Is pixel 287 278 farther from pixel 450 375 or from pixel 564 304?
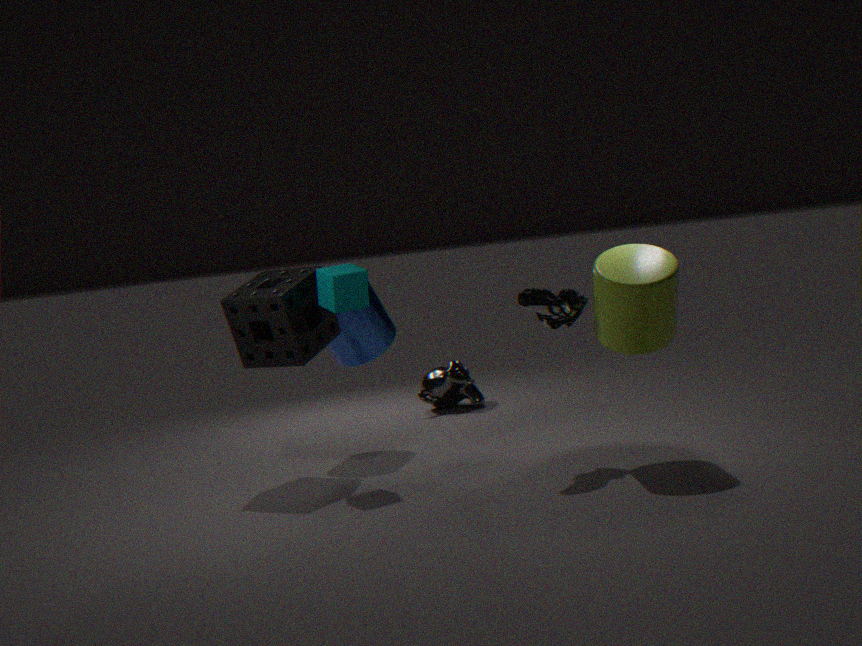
pixel 450 375
